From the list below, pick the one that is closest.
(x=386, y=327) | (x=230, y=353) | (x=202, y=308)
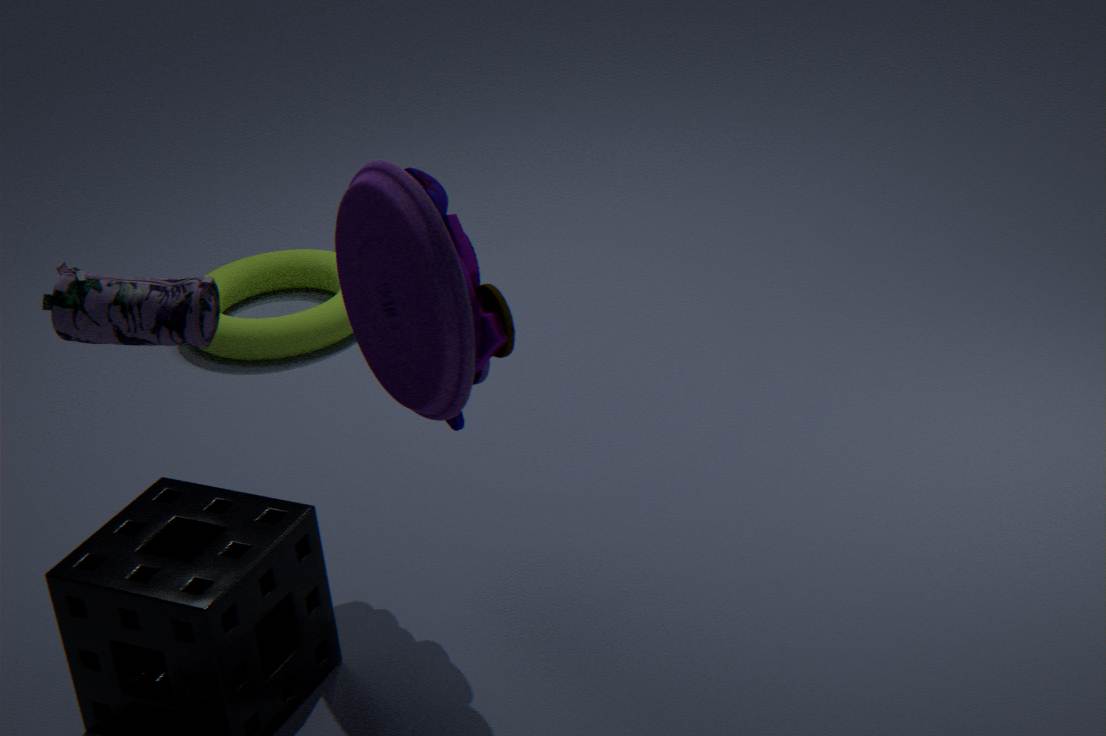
(x=202, y=308)
